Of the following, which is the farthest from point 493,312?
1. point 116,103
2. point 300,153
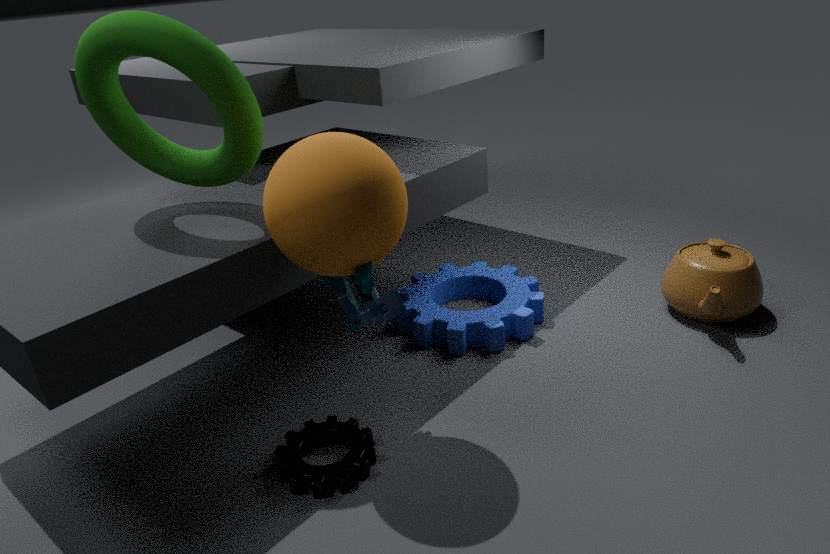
point 116,103
